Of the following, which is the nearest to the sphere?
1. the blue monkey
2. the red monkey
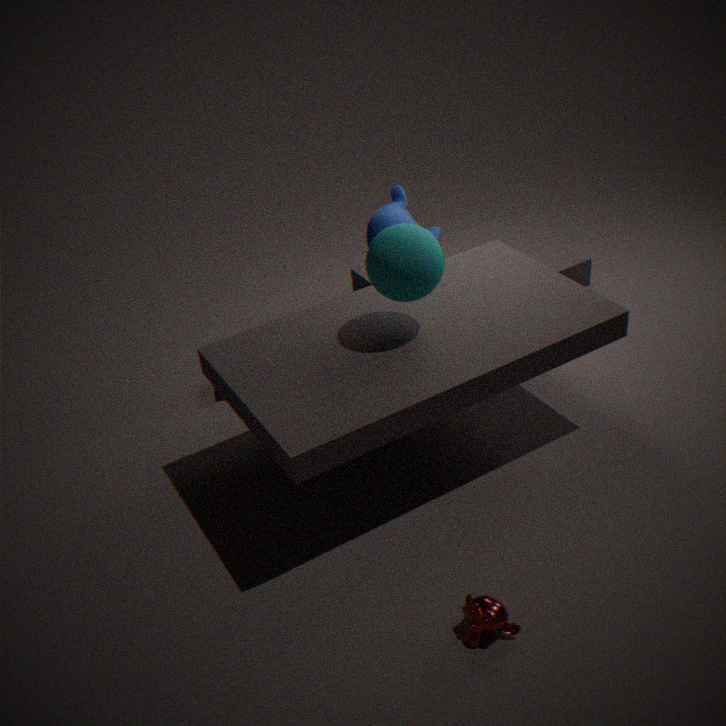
the blue monkey
